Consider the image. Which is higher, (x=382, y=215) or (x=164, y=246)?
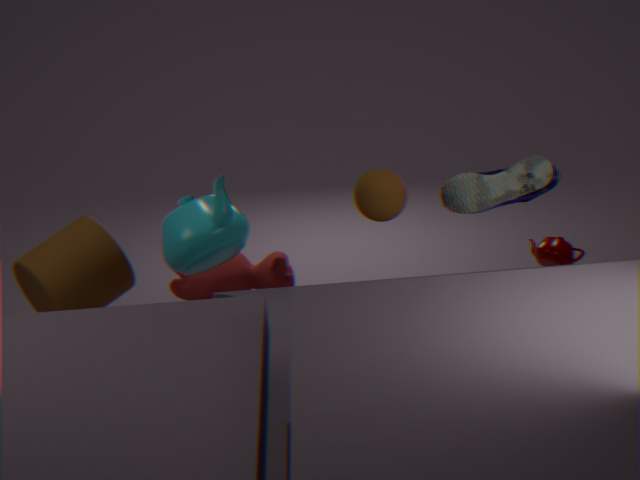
(x=382, y=215)
